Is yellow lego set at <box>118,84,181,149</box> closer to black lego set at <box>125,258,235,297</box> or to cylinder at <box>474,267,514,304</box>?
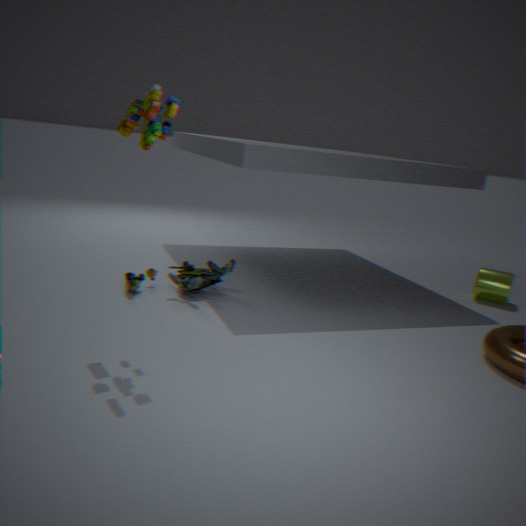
black lego set at <box>125,258,235,297</box>
